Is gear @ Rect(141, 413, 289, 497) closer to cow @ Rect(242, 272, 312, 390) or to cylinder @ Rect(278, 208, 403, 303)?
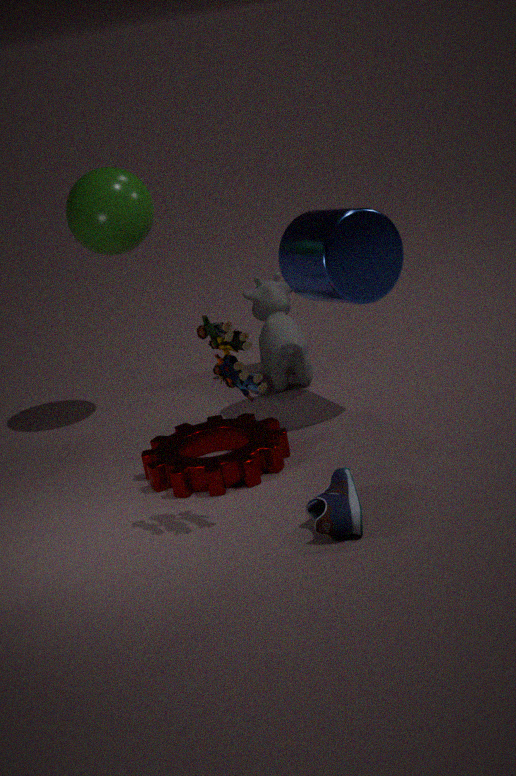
cow @ Rect(242, 272, 312, 390)
